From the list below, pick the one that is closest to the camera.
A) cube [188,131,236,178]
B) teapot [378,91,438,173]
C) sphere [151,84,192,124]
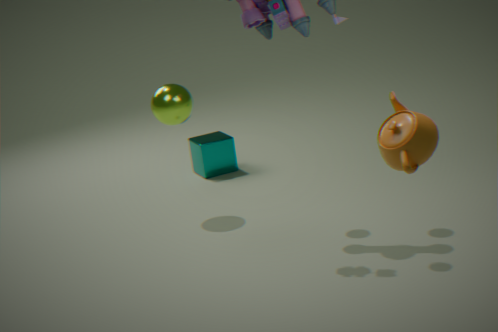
teapot [378,91,438,173]
